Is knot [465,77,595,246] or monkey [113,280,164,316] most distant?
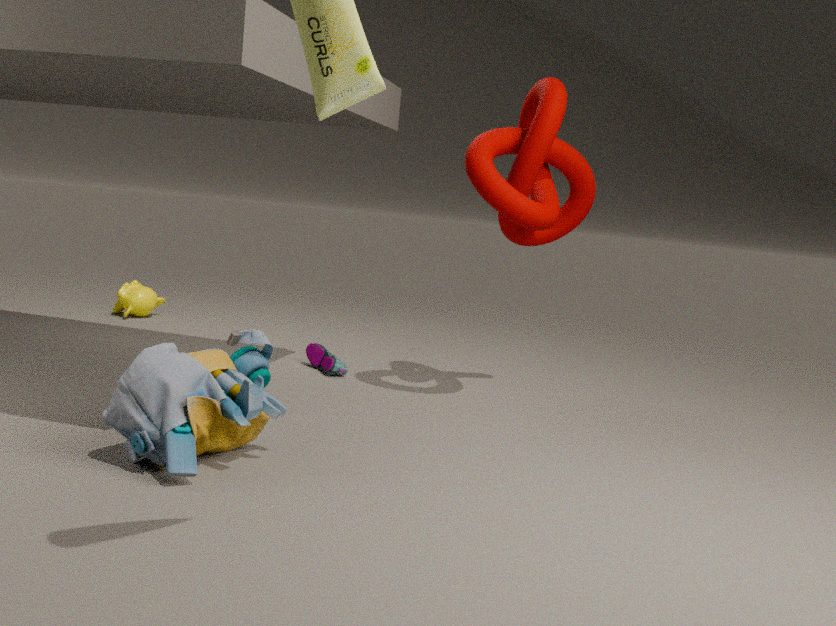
monkey [113,280,164,316]
